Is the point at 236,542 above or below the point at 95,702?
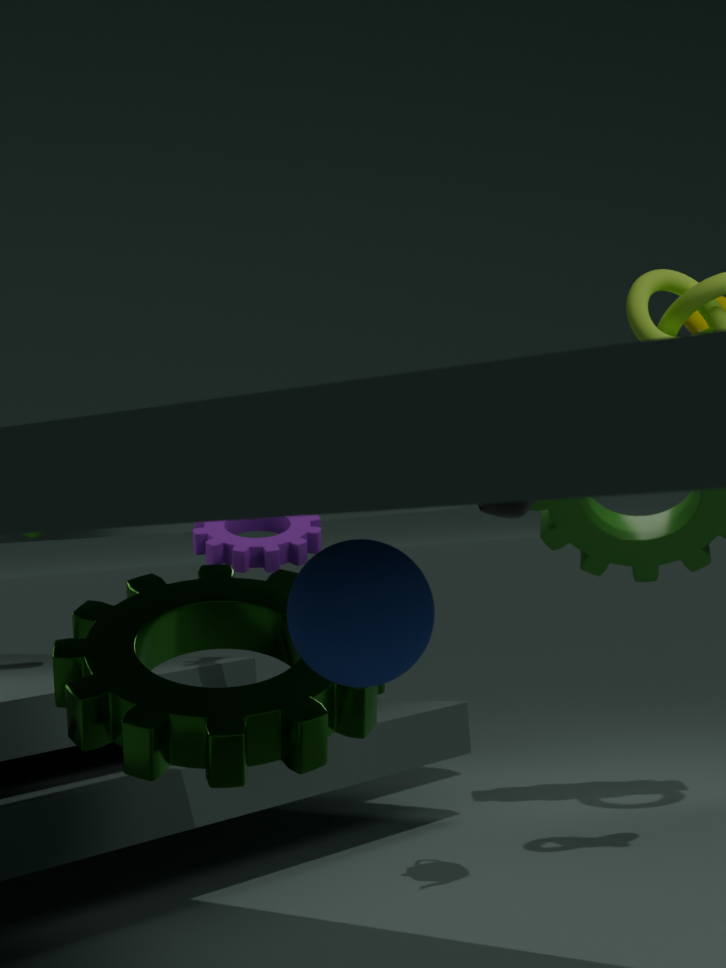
above
